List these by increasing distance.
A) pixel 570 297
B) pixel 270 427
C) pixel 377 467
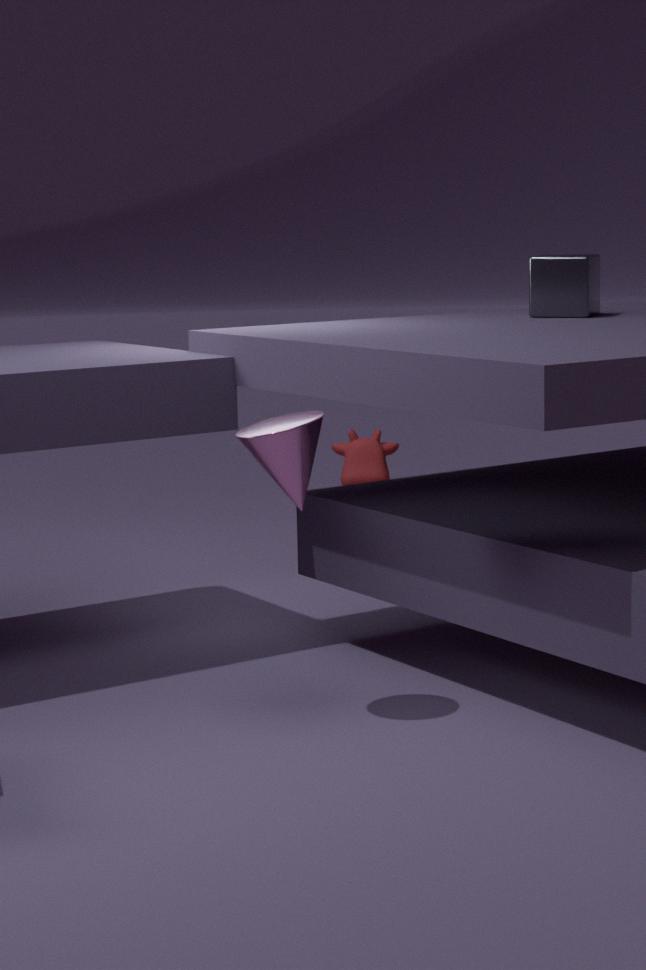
pixel 270 427 → pixel 570 297 → pixel 377 467
